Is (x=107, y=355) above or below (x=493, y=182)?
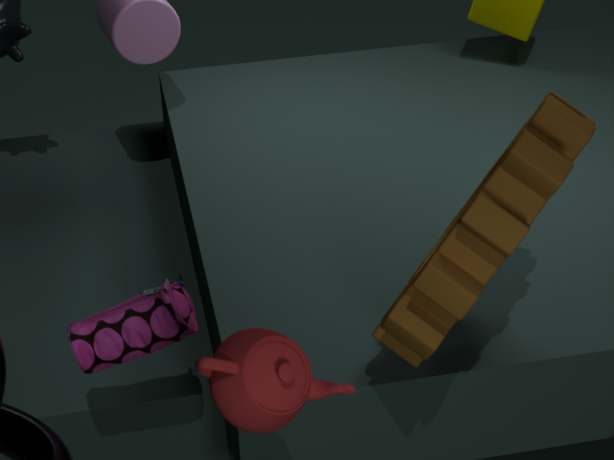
below
